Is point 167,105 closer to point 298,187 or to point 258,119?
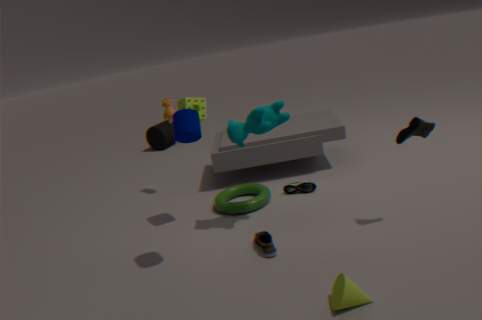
point 258,119
